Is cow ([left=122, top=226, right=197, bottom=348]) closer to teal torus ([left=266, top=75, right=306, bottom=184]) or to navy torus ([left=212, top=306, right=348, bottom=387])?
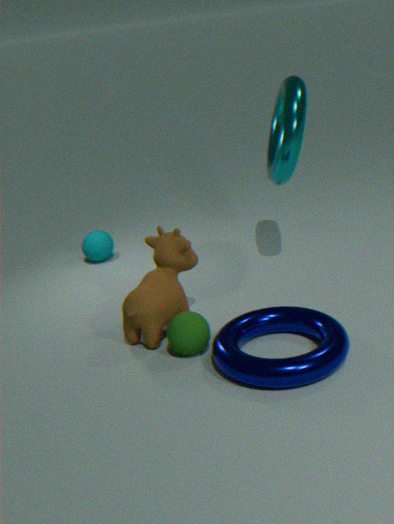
navy torus ([left=212, top=306, right=348, bottom=387])
